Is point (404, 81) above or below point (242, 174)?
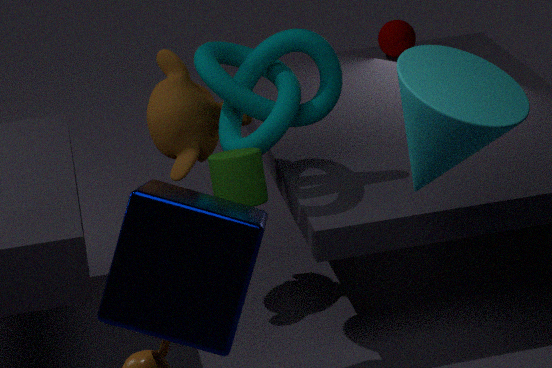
above
